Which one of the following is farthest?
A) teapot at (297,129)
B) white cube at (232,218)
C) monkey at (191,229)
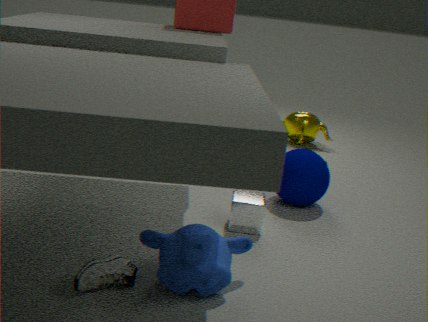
teapot at (297,129)
